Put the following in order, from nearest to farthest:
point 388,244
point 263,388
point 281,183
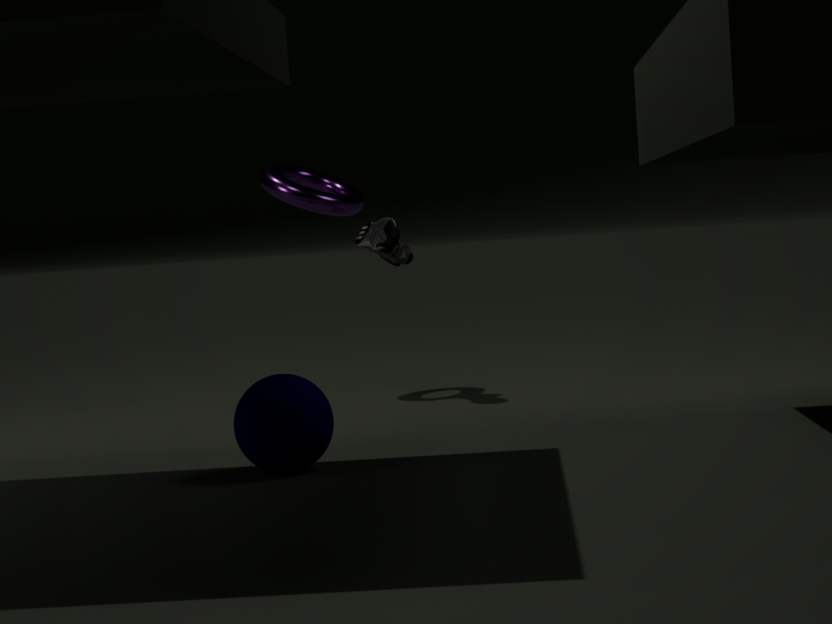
point 263,388, point 388,244, point 281,183
